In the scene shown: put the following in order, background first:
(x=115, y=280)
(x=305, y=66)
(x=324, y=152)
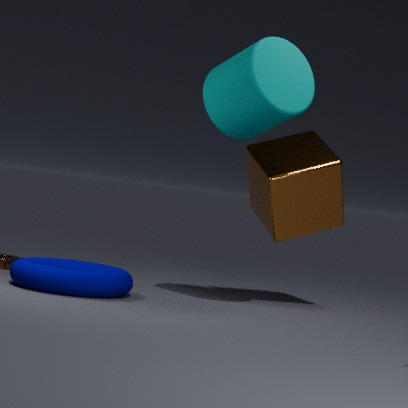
(x=324, y=152) → (x=305, y=66) → (x=115, y=280)
